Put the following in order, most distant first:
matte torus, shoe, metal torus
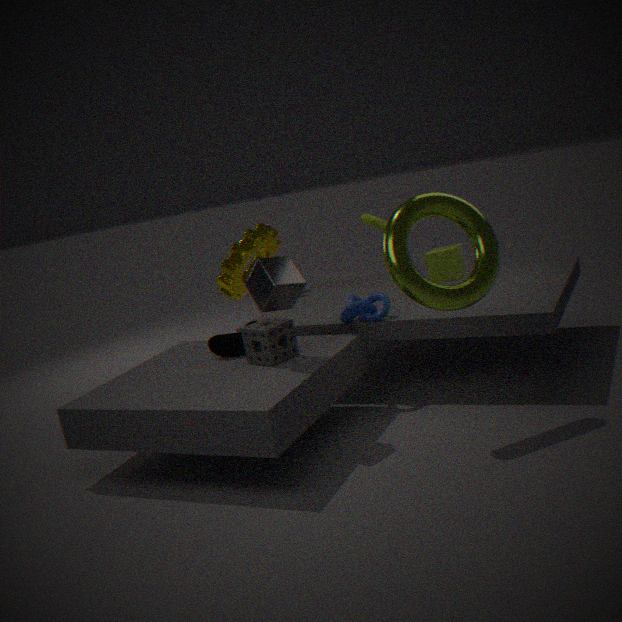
matte torus < shoe < metal torus
